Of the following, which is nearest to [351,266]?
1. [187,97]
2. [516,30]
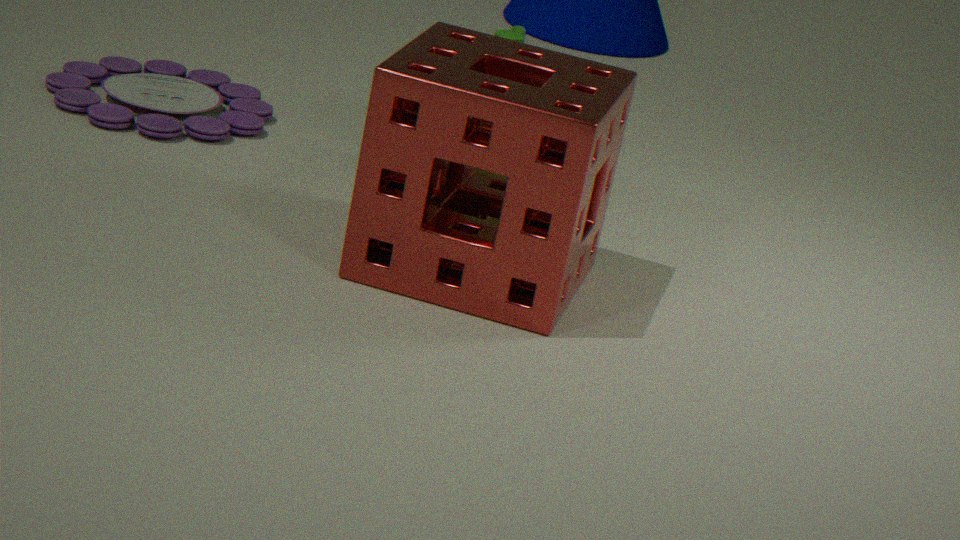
[516,30]
